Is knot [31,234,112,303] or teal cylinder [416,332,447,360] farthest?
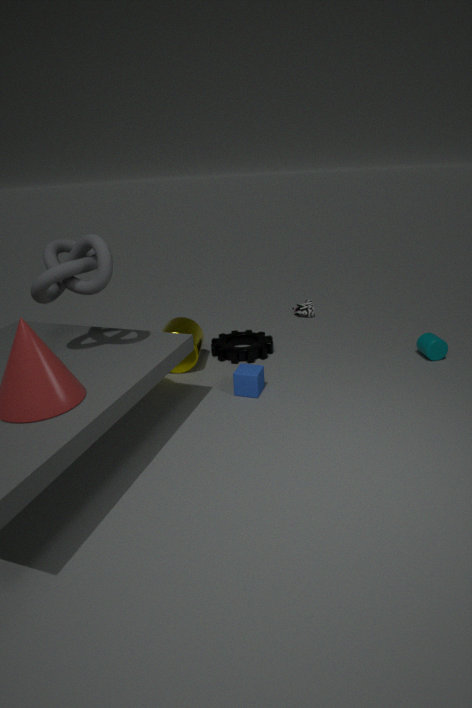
teal cylinder [416,332,447,360]
